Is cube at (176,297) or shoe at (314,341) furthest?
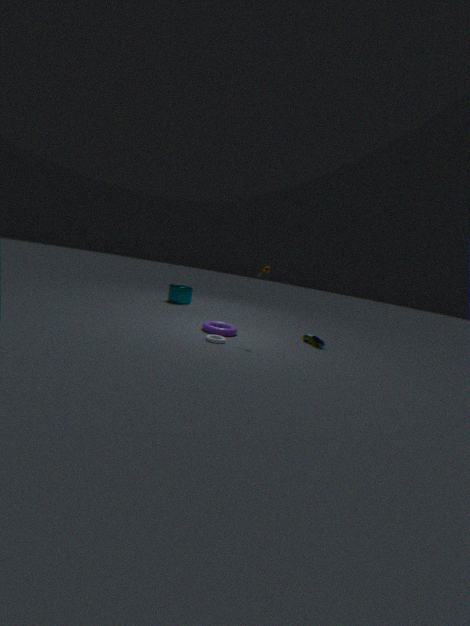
cube at (176,297)
